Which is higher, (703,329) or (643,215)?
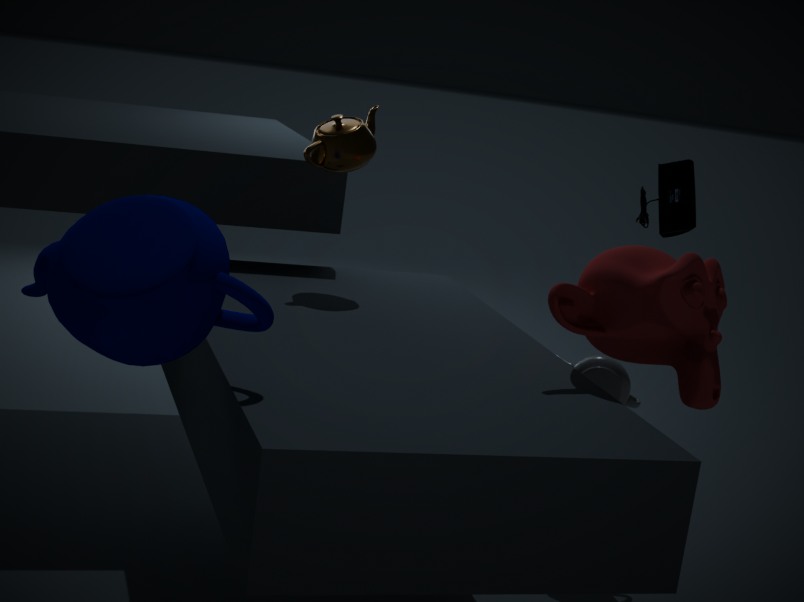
(643,215)
